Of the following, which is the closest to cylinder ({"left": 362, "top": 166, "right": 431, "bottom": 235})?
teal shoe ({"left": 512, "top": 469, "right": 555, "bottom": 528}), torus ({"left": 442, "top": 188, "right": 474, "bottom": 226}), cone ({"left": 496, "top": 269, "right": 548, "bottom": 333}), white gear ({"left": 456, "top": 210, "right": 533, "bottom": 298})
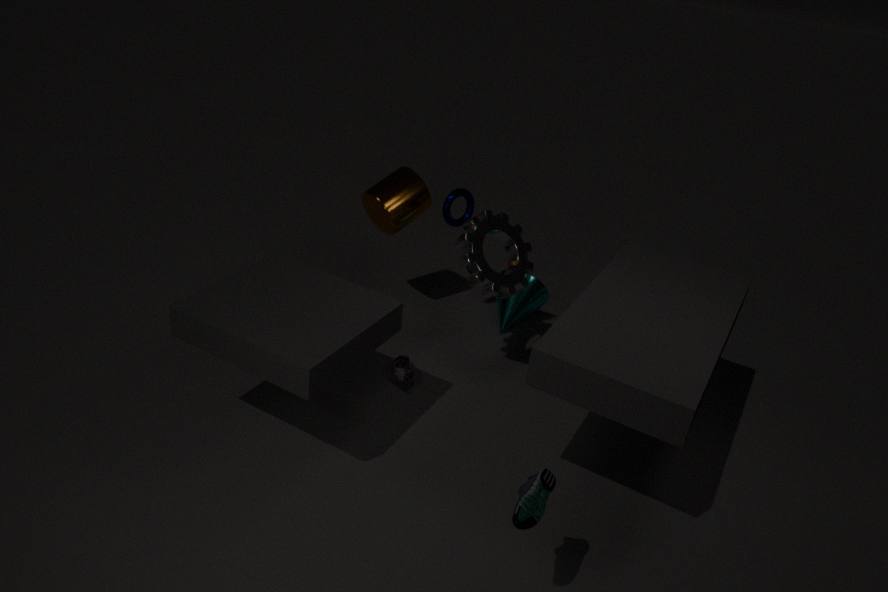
torus ({"left": 442, "top": 188, "right": 474, "bottom": 226})
